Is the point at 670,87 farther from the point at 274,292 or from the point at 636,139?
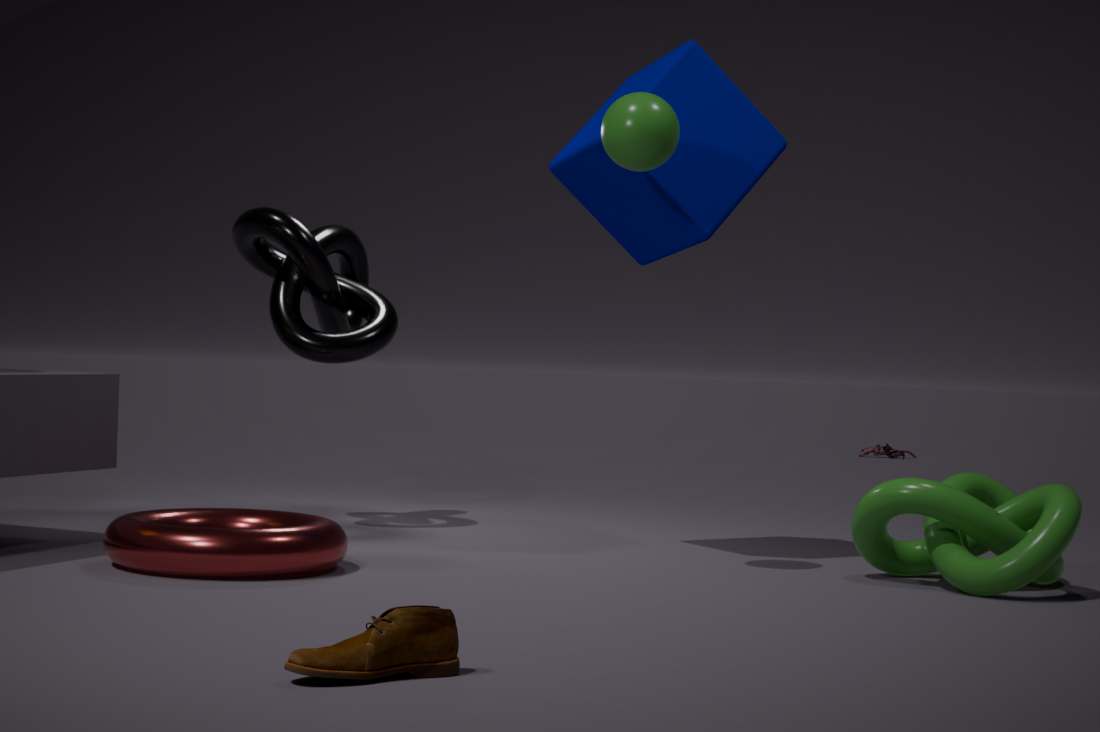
the point at 274,292
